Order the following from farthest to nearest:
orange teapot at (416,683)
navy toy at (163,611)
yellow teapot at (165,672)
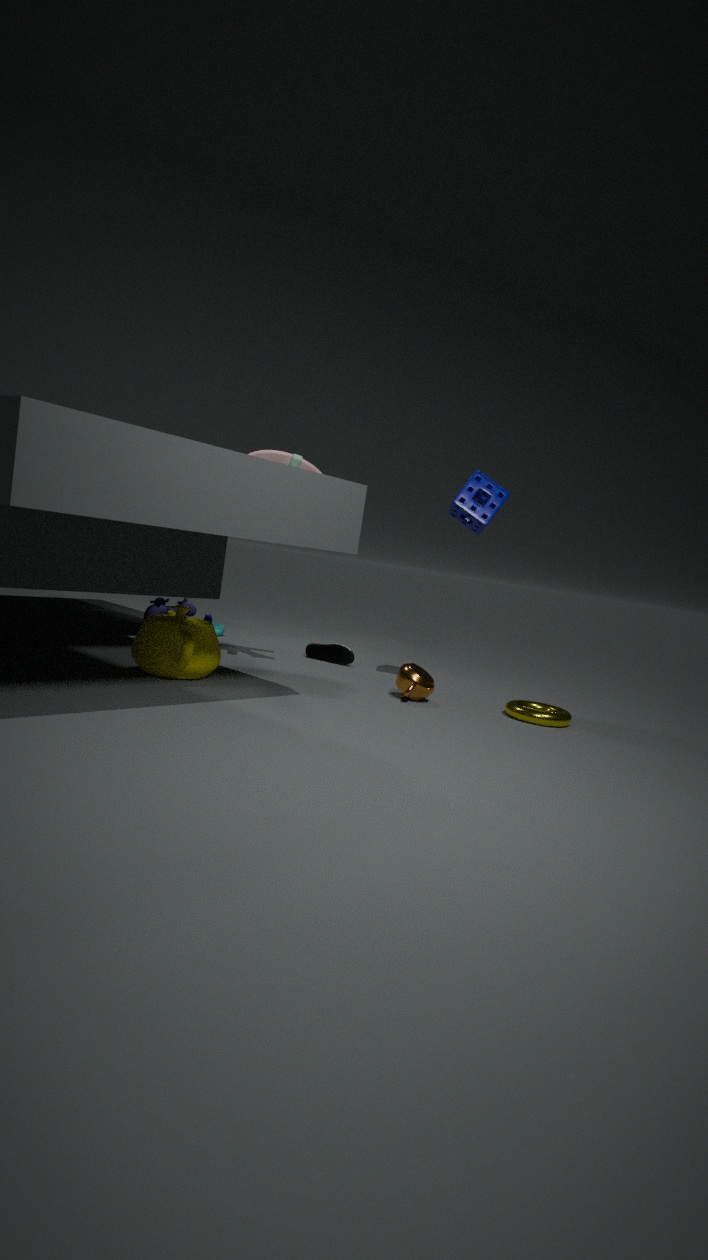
navy toy at (163,611) → orange teapot at (416,683) → yellow teapot at (165,672)
